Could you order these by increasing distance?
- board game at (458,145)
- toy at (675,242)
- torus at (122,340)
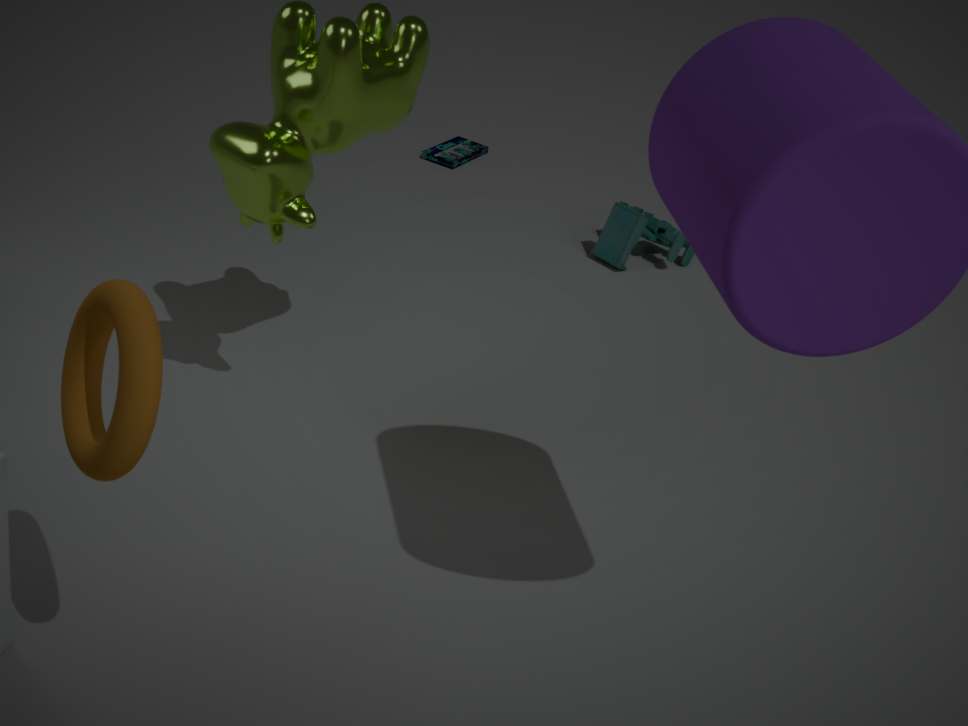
torus at (122,340)
toy at (675,242)
board game at (458,145)
